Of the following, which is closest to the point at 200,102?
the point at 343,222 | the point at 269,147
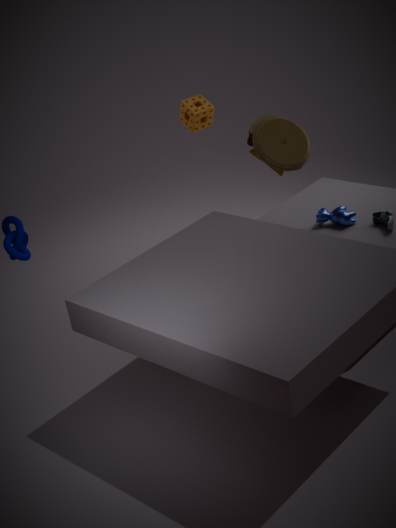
the point at 269,147
